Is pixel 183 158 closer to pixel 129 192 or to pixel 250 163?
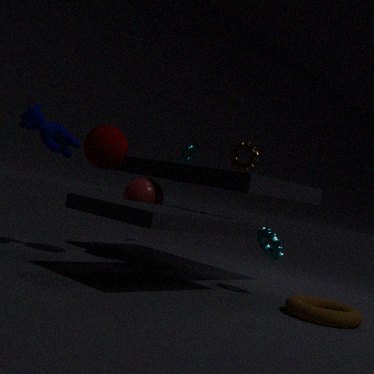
pixel 250 163
